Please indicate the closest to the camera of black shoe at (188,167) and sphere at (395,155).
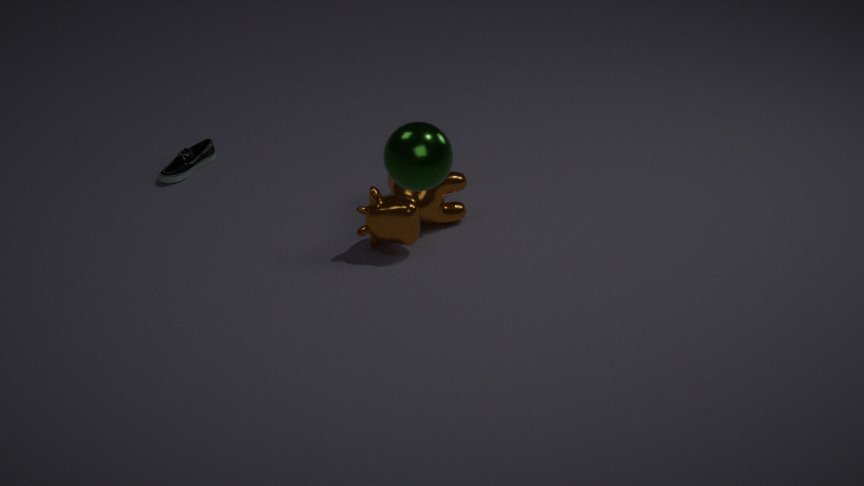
sphere at (395,155)
